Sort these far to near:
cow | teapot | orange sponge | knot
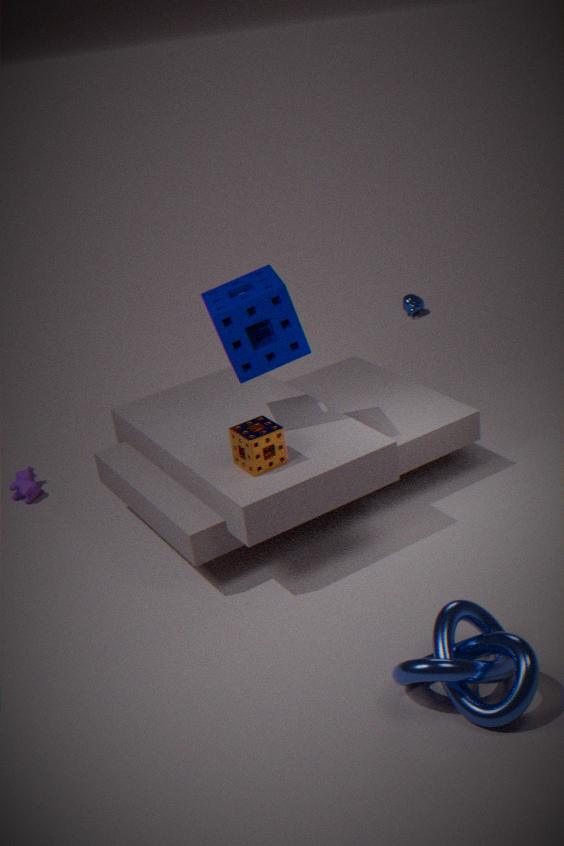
teapot → cow → orange sponge → knot
